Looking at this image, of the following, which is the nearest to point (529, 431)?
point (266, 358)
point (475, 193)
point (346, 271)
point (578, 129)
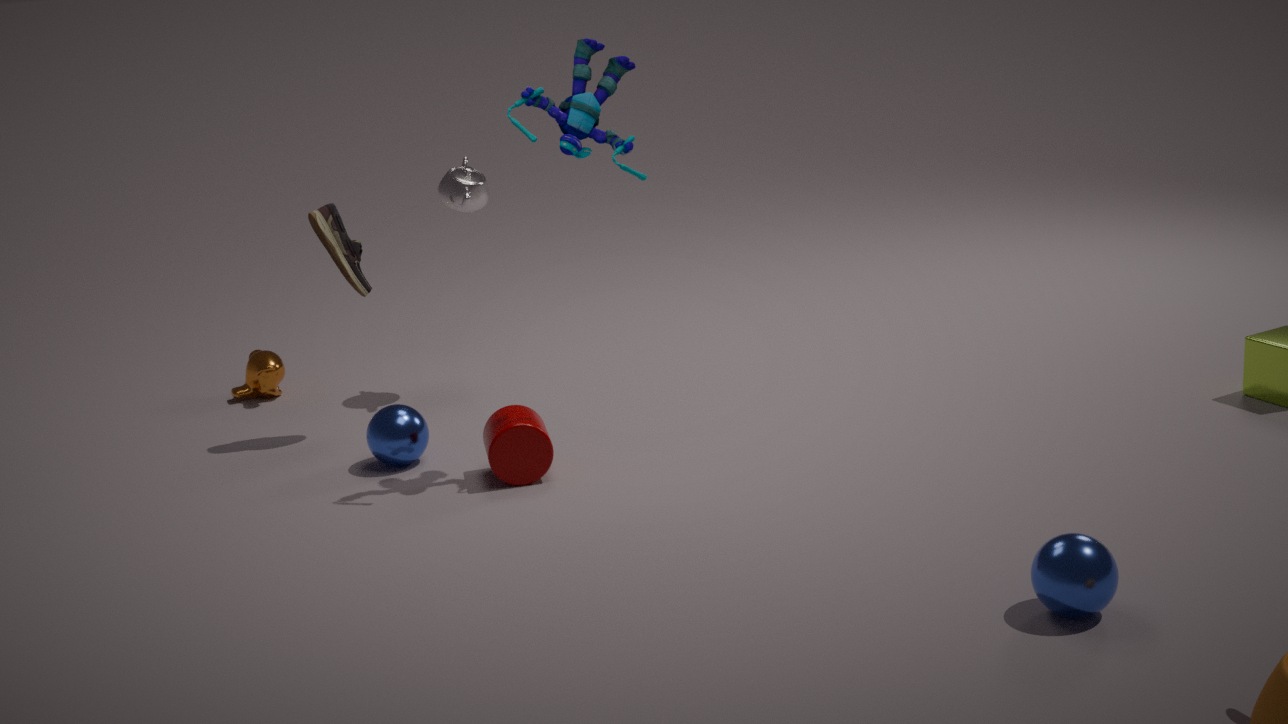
point (346, 271)
